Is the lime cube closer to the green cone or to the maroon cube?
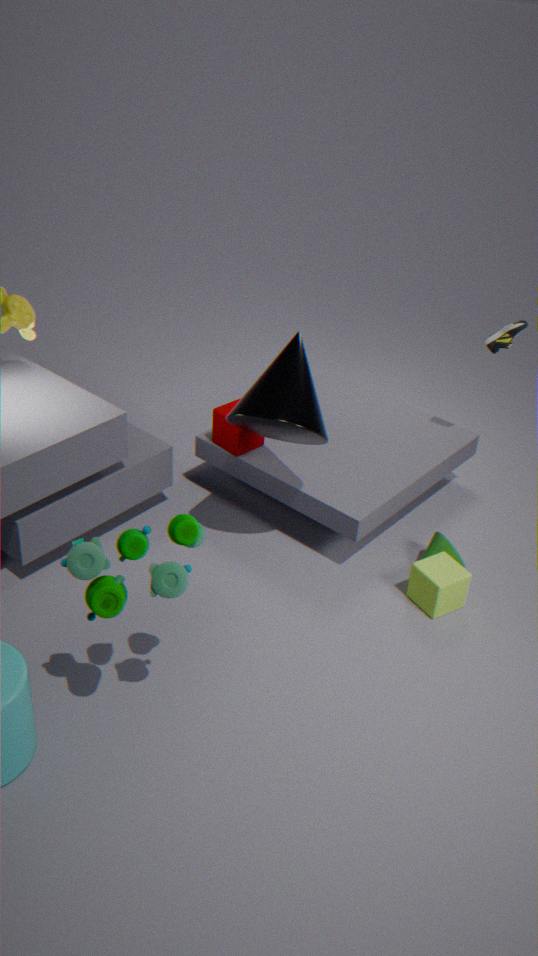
the green cone
